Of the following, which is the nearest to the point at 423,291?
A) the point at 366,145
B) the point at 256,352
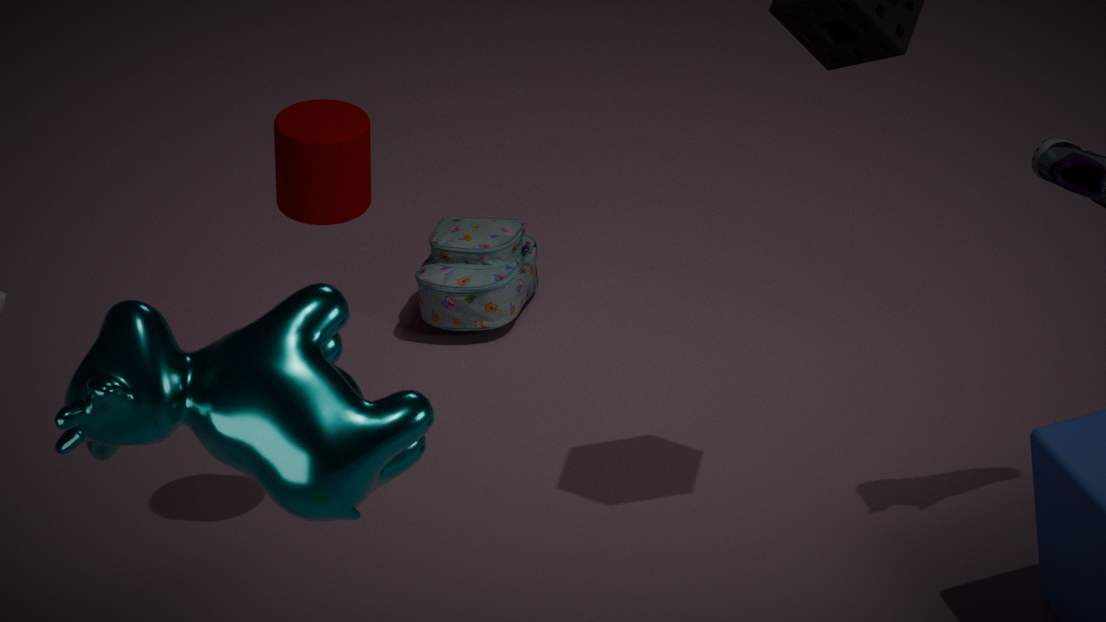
the point at 366,145
